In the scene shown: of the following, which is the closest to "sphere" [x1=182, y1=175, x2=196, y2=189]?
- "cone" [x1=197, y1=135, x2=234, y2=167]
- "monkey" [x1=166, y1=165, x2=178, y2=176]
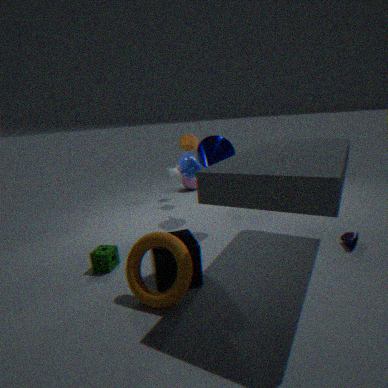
"monkey" [x1=166, y1=165, x2=178, y2=176]
